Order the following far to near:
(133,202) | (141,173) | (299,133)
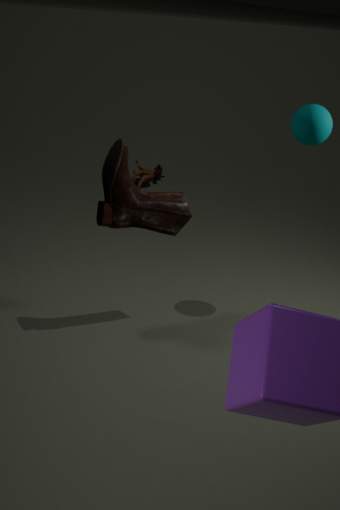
(141,173)
(299,133)
(133,202)
